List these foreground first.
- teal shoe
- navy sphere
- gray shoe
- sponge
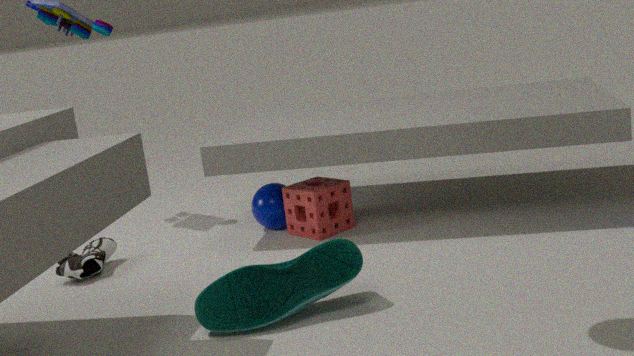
teal shoe, gray shoe, sponge, navy sphere
